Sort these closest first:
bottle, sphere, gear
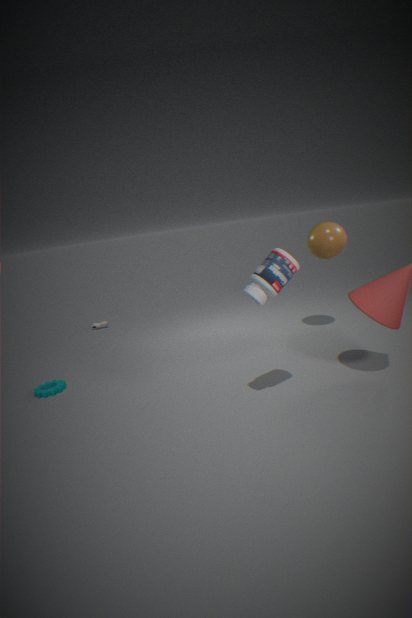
bottle
gear
sphere
